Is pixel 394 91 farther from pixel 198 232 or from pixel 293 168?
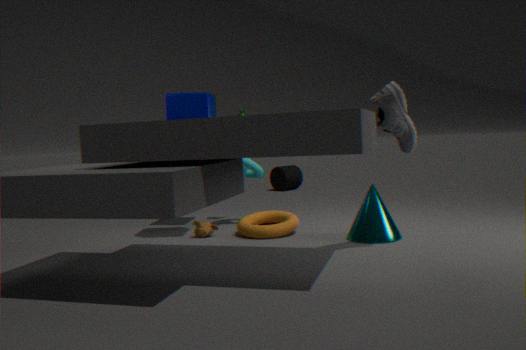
pixel 293 168
